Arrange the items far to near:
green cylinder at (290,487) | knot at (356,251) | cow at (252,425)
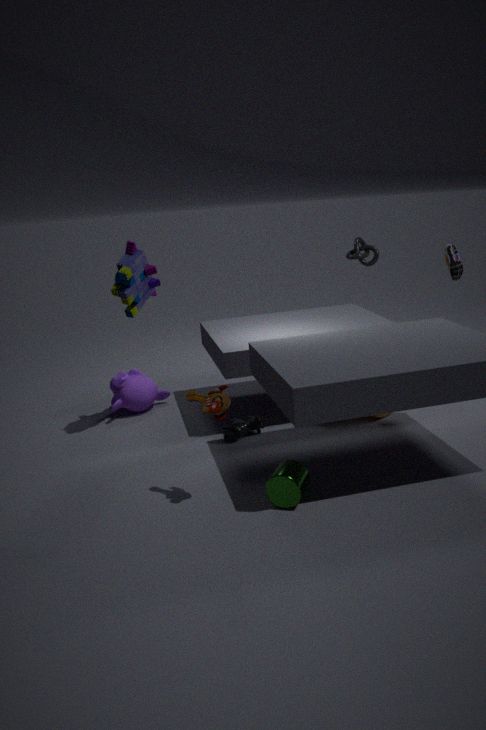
knot at (356,251) → cow at (252,425) → green cylinder at (290,487)
